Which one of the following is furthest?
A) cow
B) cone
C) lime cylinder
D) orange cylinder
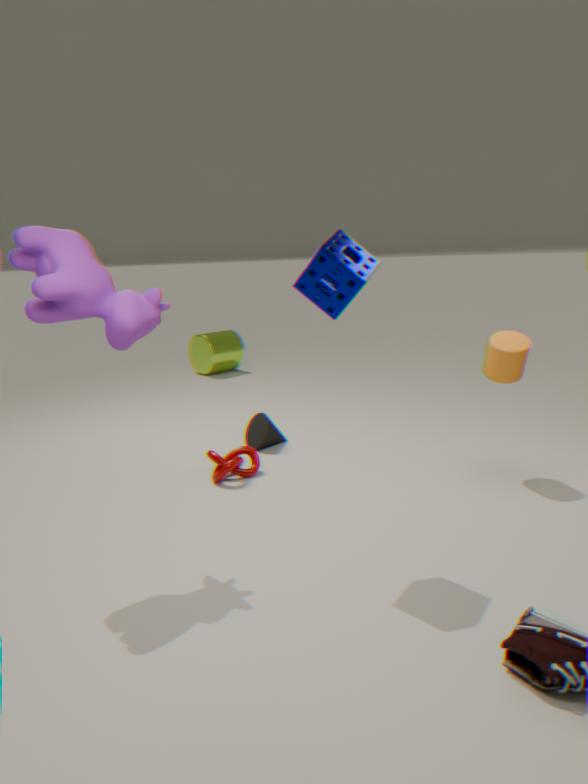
C. lime cylinder
